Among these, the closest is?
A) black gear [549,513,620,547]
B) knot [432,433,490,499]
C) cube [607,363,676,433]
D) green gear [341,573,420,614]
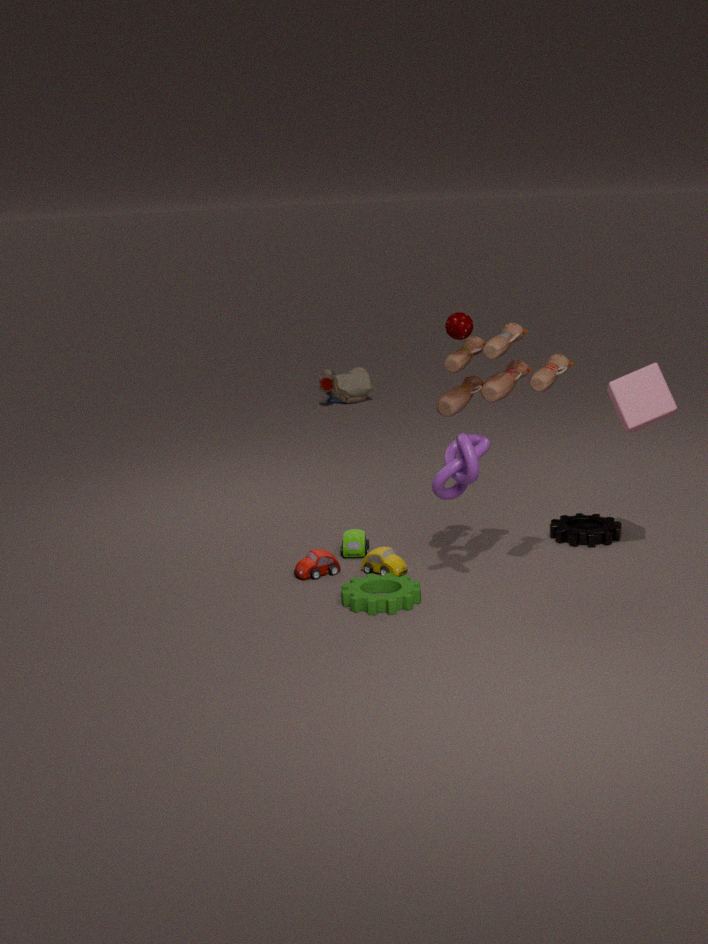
knot [432,433,490,499]
